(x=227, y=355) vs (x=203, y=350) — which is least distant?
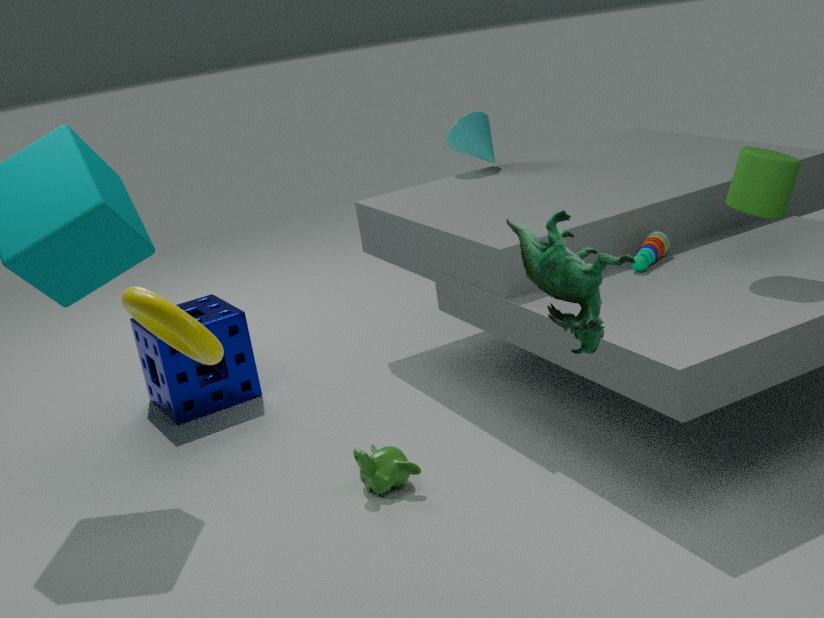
(x=203, y=350)
